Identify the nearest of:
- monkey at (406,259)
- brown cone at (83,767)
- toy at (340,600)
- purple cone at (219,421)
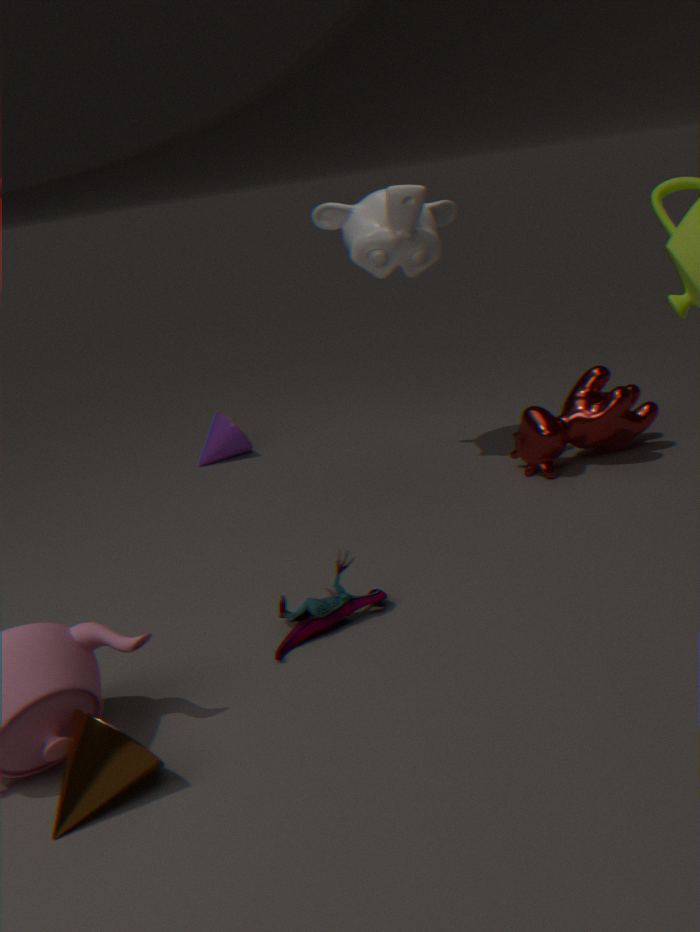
brown cone at (83,767)
